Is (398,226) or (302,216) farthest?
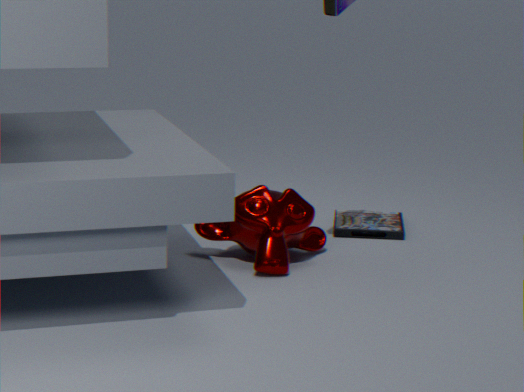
(398,226)
